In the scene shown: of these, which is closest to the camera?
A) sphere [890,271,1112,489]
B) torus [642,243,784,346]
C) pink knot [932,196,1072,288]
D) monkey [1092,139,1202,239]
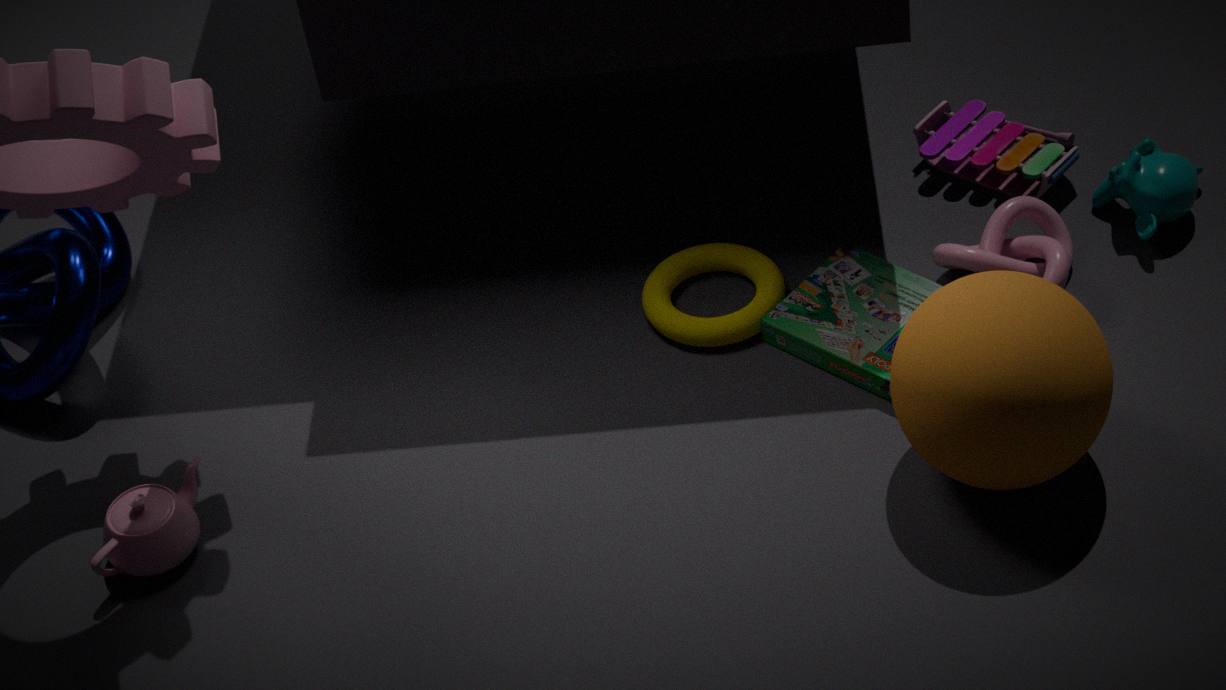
sphere [890,271,1112,489]
